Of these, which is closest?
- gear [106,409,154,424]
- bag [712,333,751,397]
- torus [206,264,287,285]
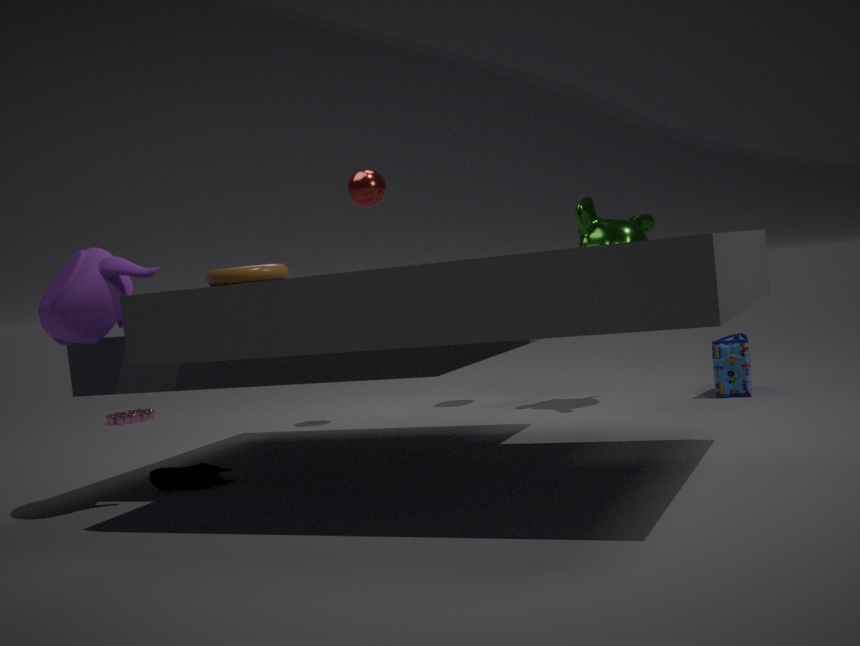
torus [206,264,287,285]
